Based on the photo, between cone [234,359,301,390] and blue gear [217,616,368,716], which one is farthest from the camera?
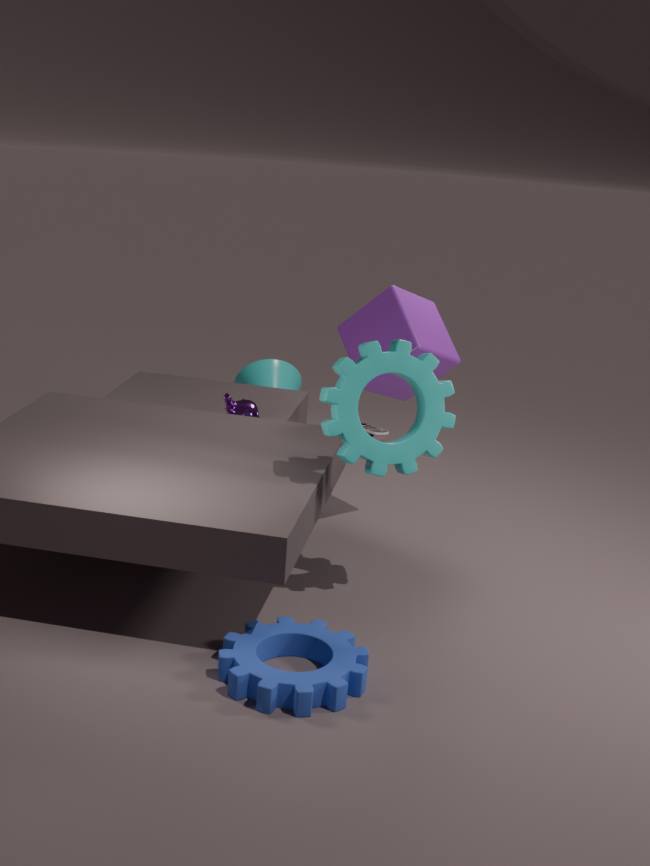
cone [234,359,301,390]
